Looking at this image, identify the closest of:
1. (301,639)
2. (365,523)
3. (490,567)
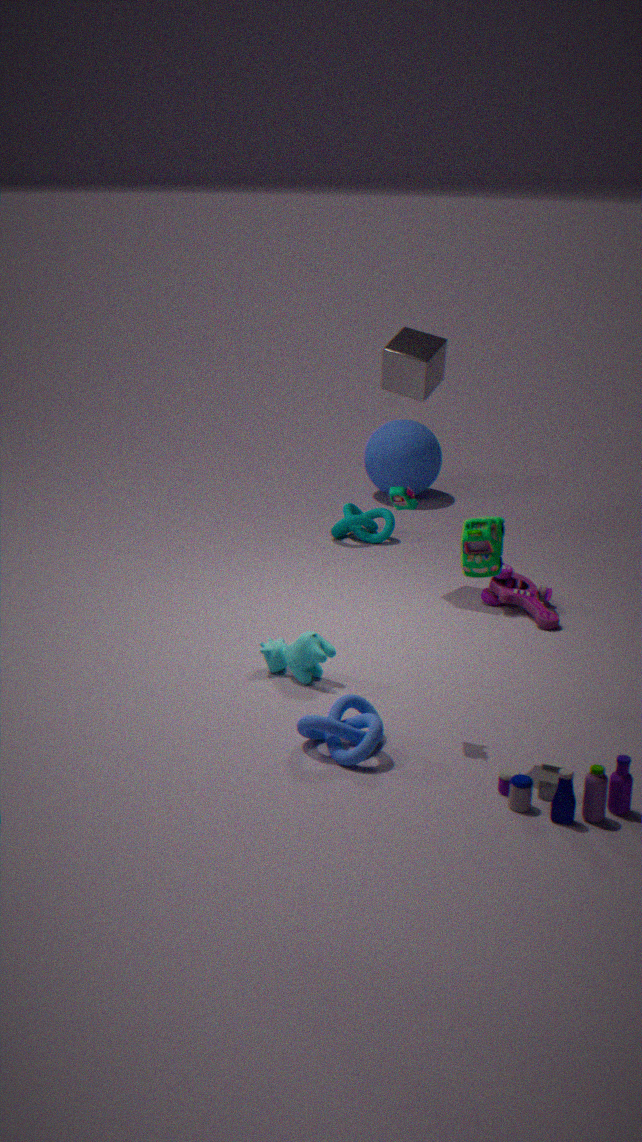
(490,567)
